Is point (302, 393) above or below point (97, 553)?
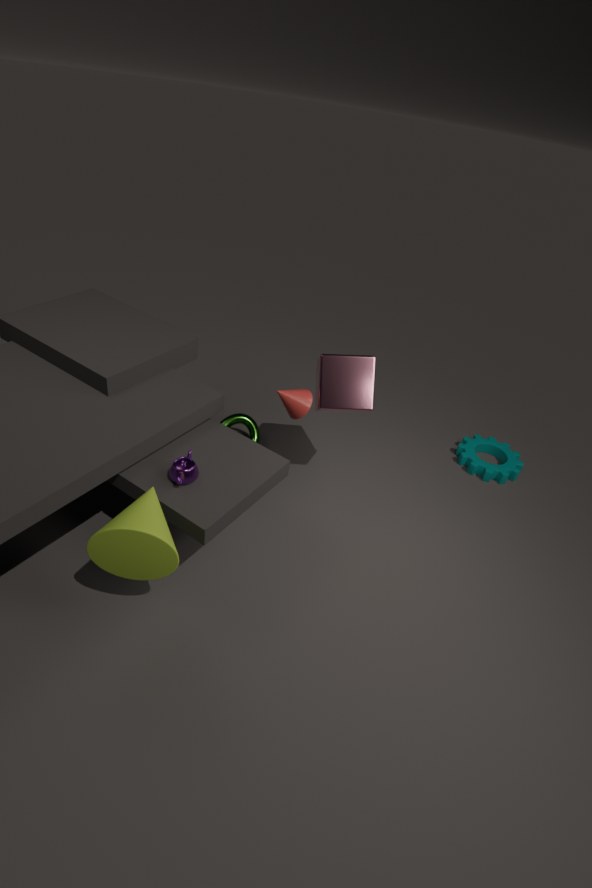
above
